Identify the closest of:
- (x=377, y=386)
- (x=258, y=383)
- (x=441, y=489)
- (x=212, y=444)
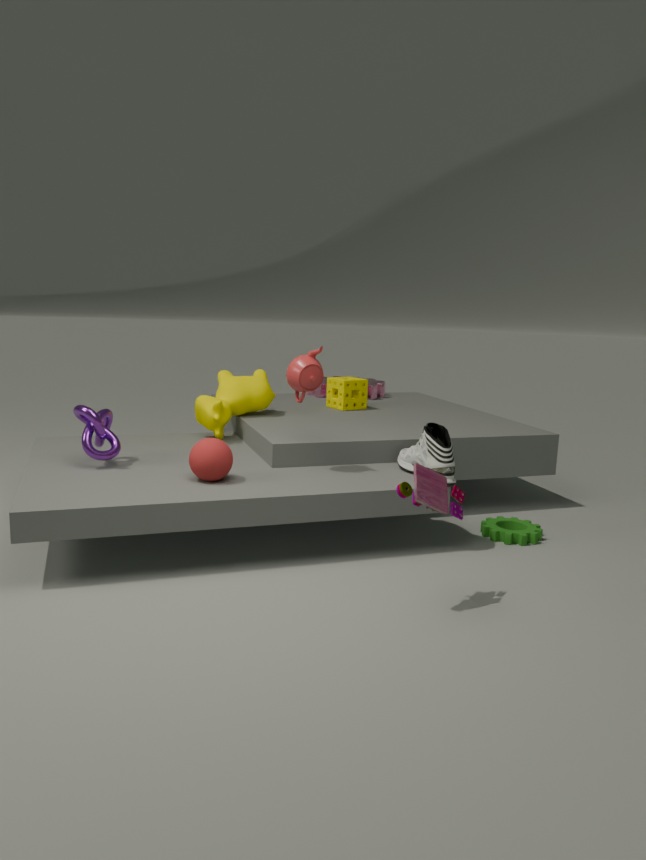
(x=441, y=489)
